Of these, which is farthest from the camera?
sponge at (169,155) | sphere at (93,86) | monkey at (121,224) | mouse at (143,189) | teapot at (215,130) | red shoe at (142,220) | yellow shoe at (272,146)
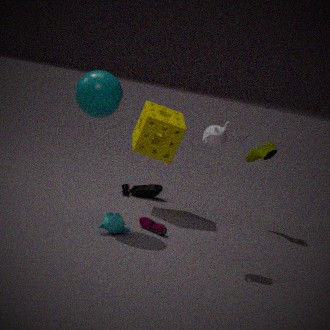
mouse at (143,189)
